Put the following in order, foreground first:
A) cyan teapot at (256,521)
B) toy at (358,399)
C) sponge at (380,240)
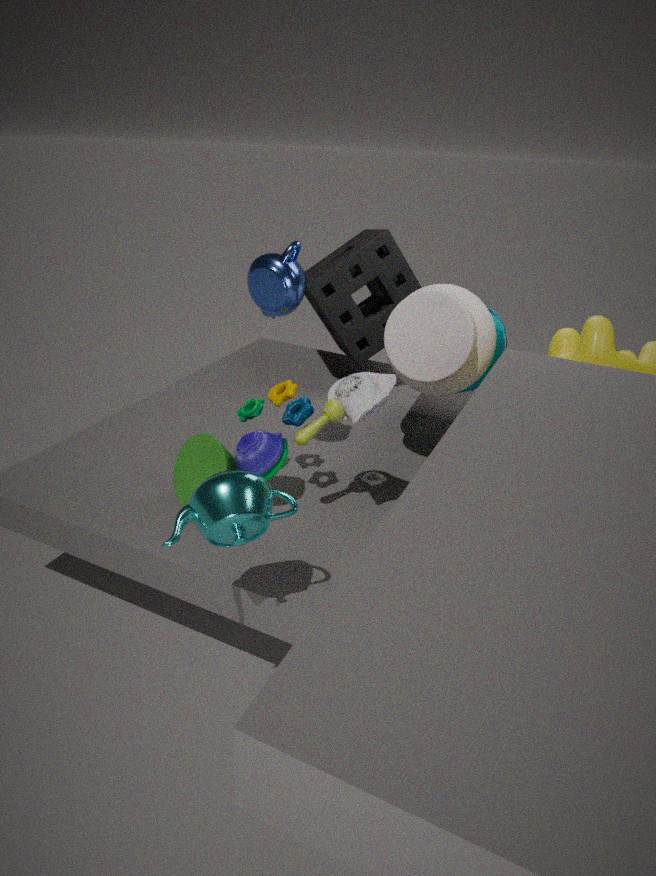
cyan teapot at (256,521) → toy at (358,399) → sponge at (380,240)
